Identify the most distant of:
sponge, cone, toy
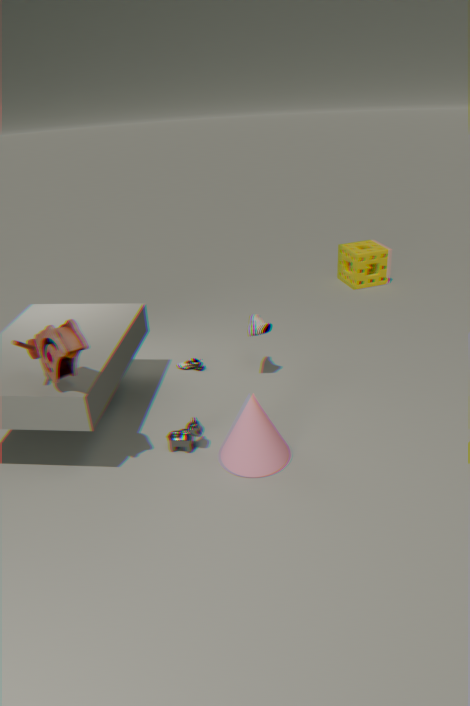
sponge
